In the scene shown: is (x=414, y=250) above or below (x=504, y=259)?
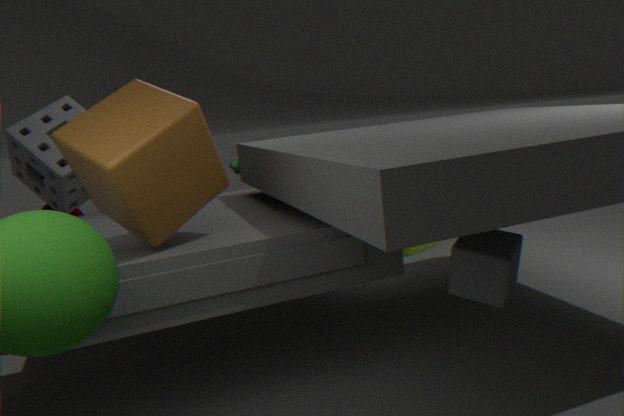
below
